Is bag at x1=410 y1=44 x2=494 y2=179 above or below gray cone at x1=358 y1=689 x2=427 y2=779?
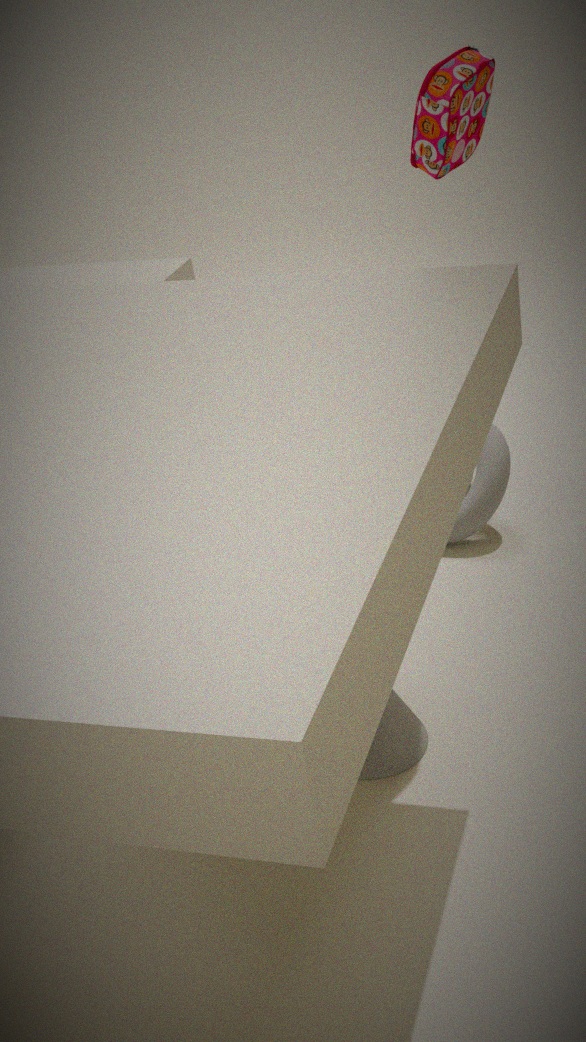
above
